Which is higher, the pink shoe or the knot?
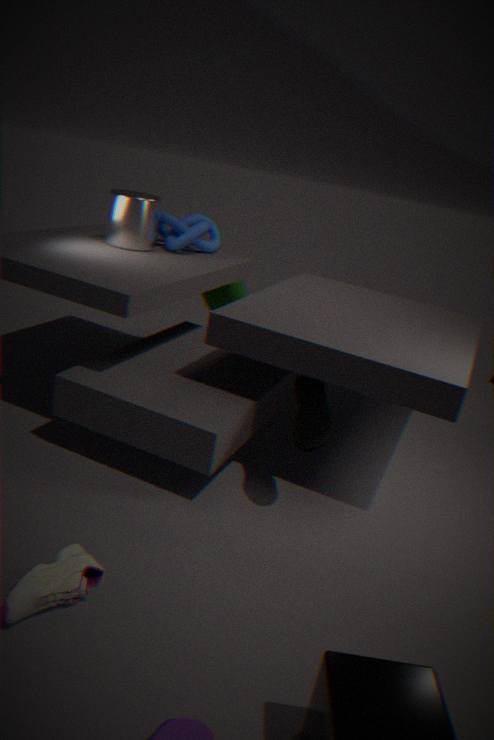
the knot
